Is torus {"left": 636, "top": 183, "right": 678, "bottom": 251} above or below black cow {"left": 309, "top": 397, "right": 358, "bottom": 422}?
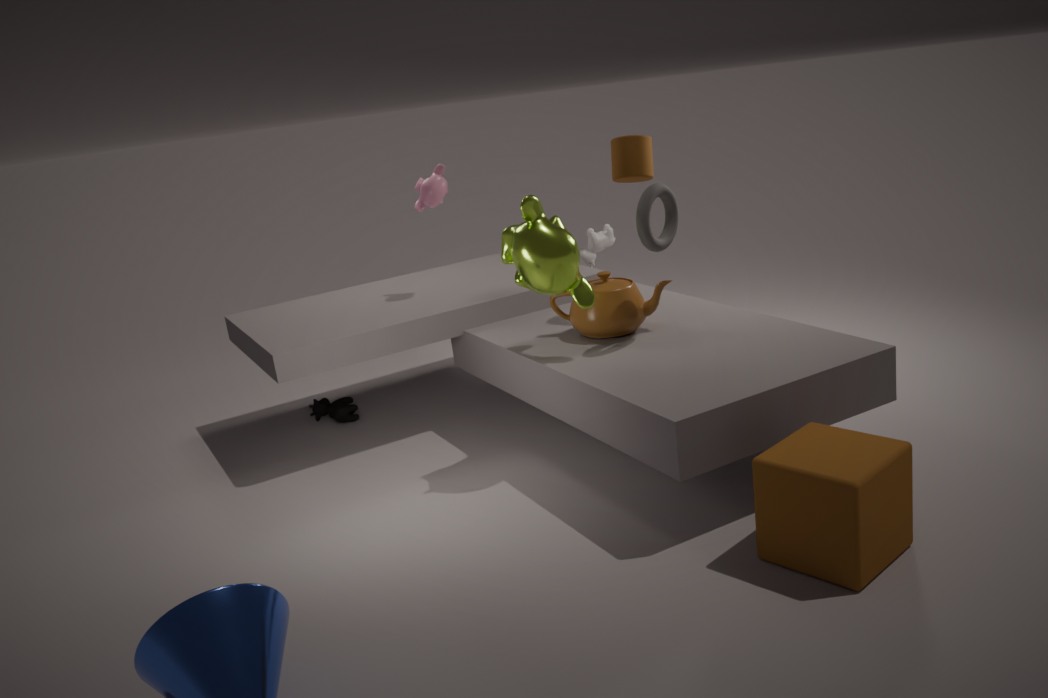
above
